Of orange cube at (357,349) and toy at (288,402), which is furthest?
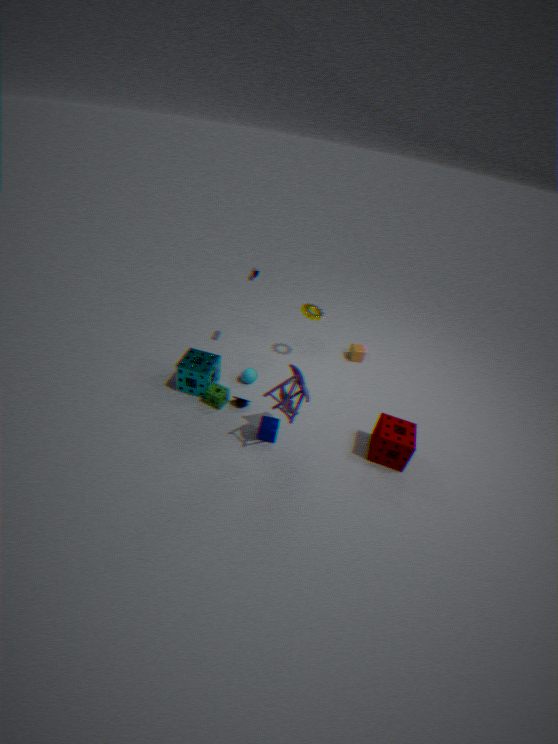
orange cube at (357,349)
